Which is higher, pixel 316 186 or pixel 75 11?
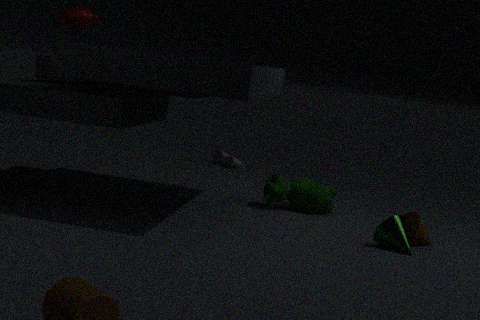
pixel 75 11
